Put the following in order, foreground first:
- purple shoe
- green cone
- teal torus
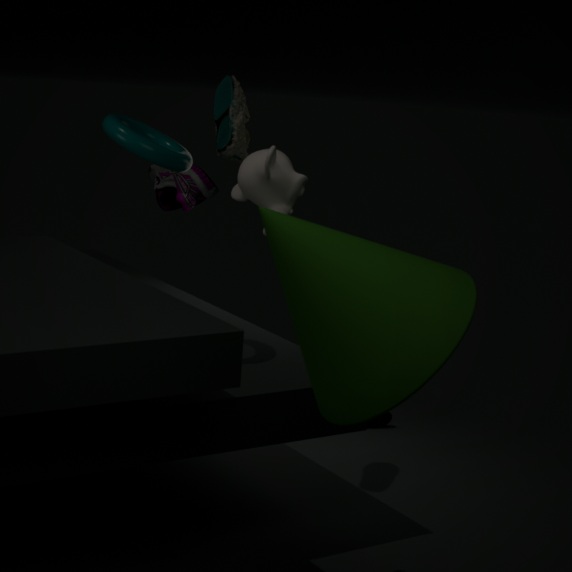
green cone
teal torus
purple shoe
